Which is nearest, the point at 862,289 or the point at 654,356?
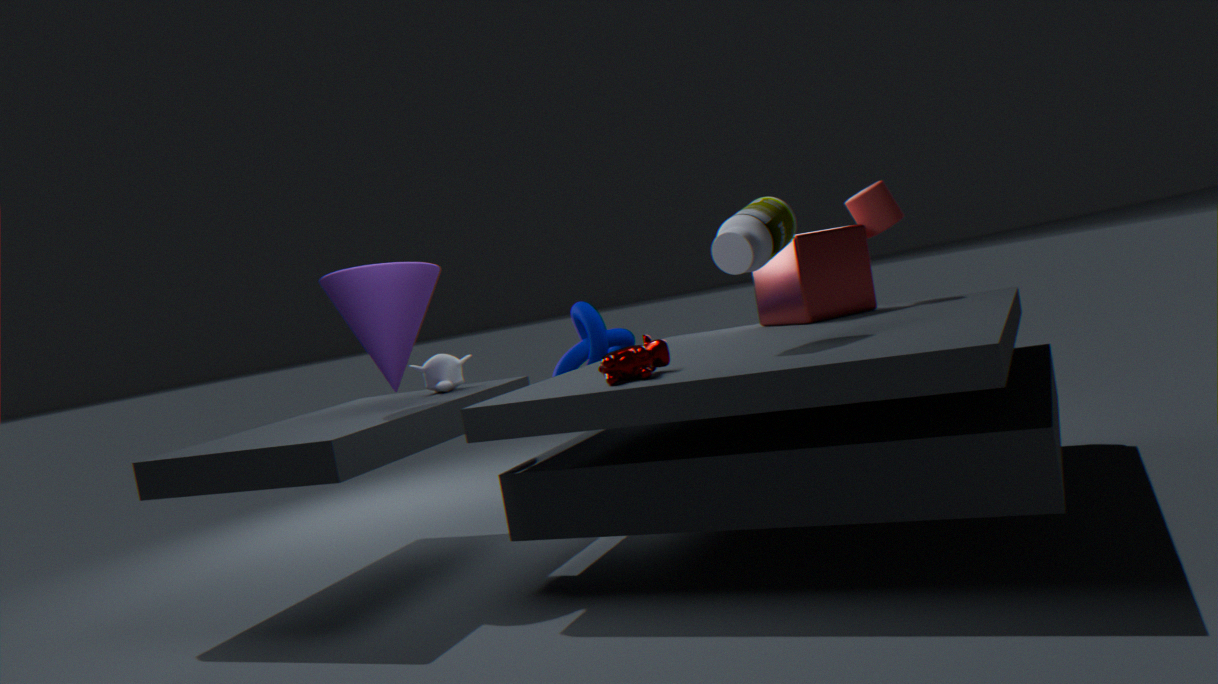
the point at 654,356
